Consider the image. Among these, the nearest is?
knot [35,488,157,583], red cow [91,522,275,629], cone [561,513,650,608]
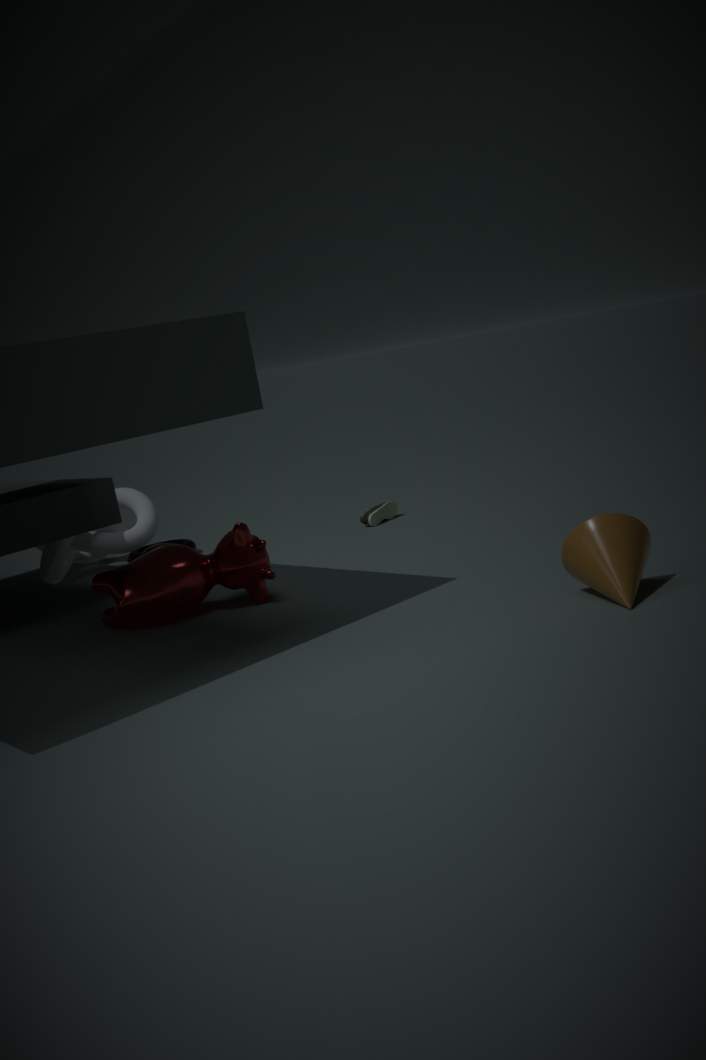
cone [561,513,650,608]
